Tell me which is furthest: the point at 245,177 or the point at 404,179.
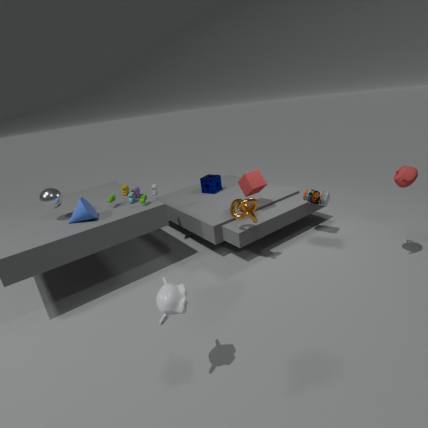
the point at 245,177
